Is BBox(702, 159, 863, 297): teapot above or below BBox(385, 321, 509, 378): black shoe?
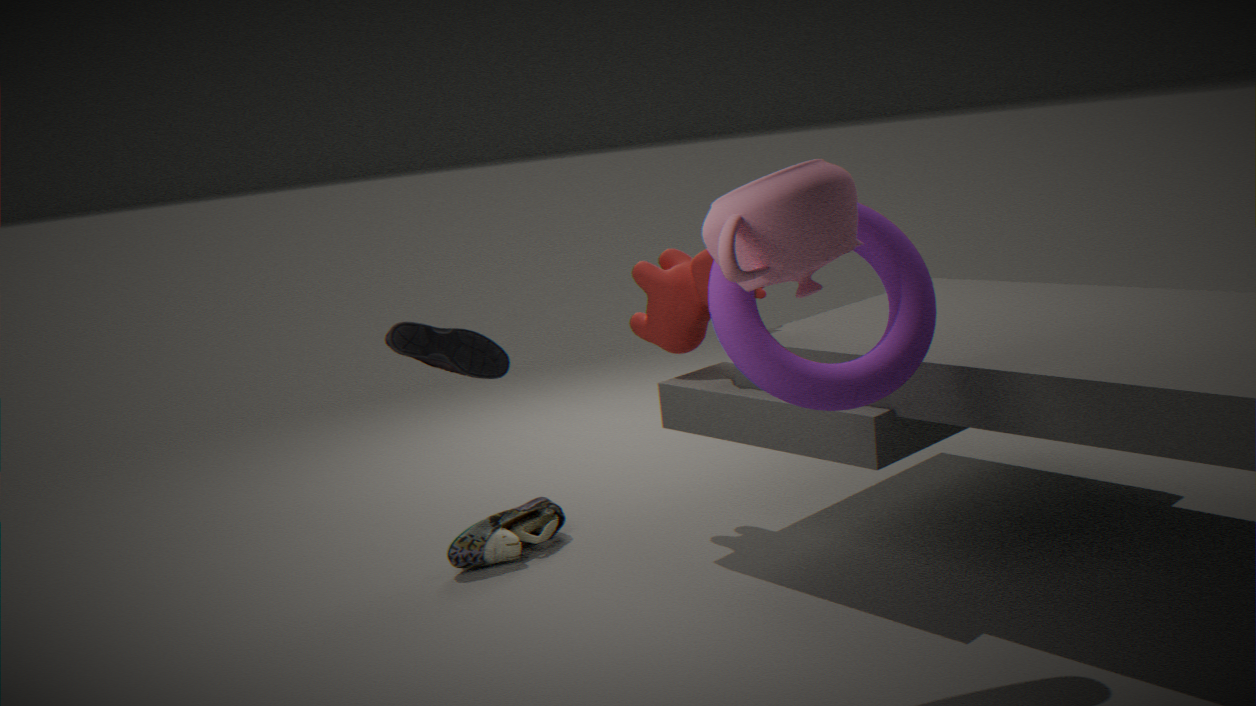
above
